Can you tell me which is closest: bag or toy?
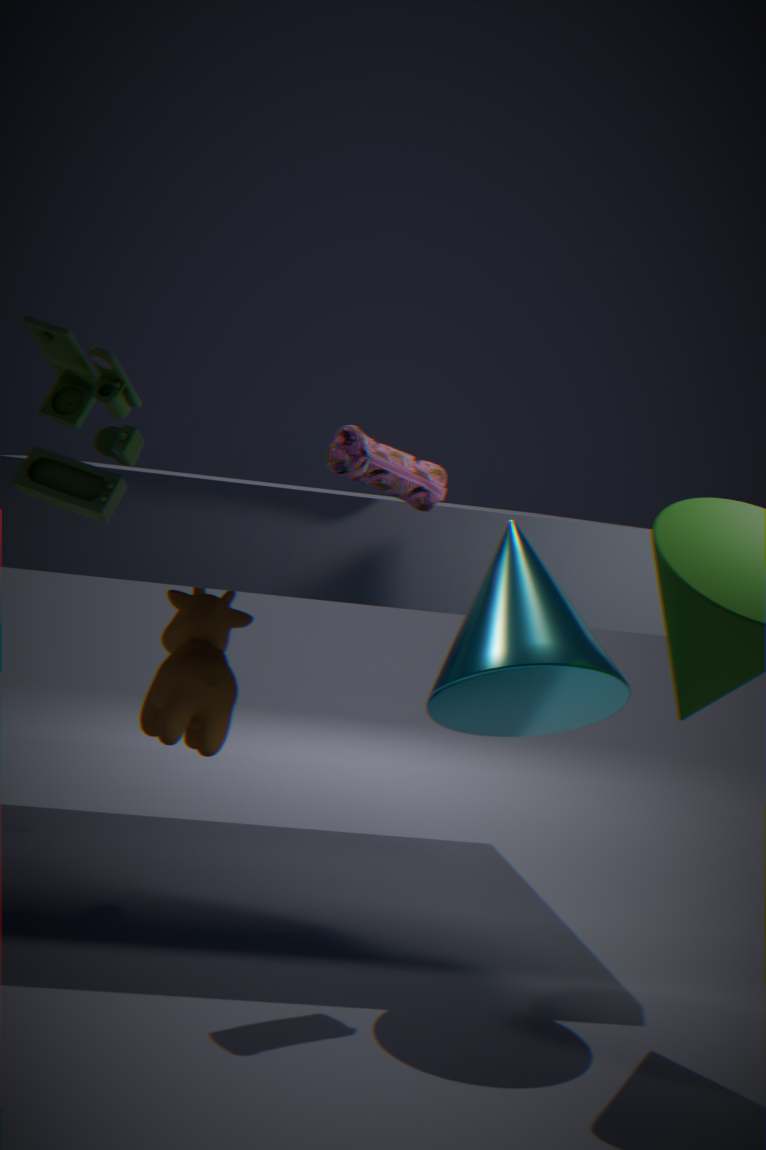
toy
